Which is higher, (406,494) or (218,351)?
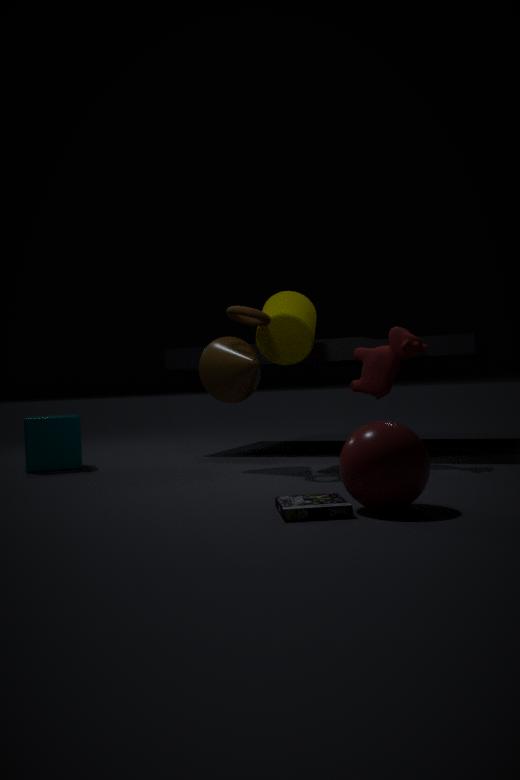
(218,351)
